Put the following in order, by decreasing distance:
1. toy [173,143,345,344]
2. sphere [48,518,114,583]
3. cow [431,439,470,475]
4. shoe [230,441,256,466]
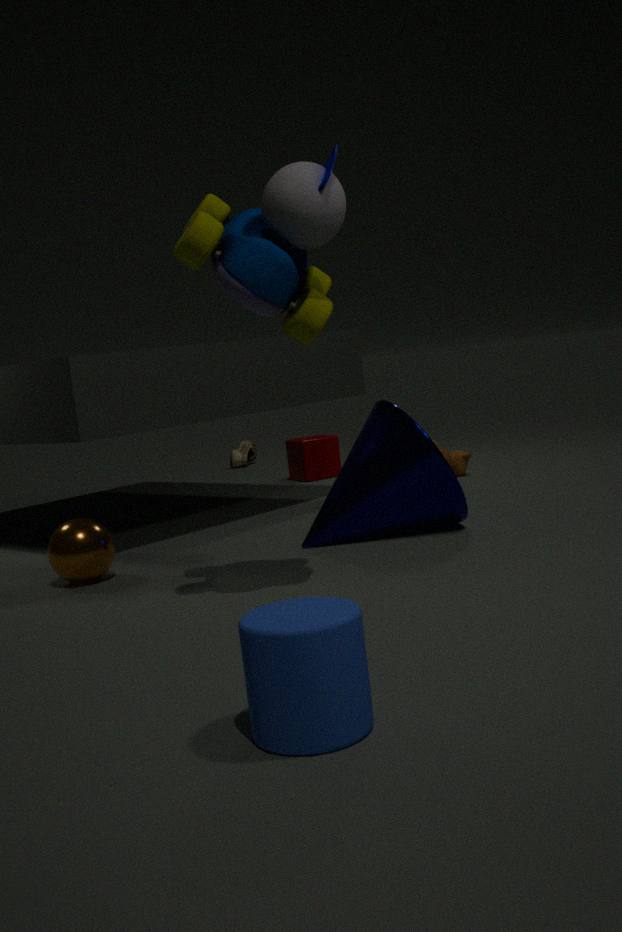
shoe [230,441,256,466]
cow [431,439,470,475]
sphere [48,518,114,583]
toy [173,143,345,344]
